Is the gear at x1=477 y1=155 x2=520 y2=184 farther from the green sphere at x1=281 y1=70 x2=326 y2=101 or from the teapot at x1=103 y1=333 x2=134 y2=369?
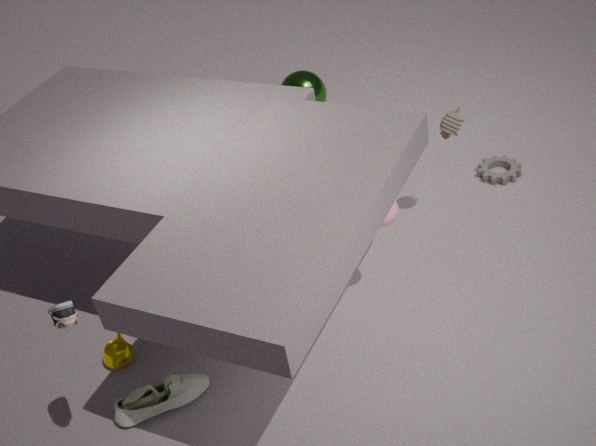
the teapot at x1=103 y1=333 x2=134 y2=369
